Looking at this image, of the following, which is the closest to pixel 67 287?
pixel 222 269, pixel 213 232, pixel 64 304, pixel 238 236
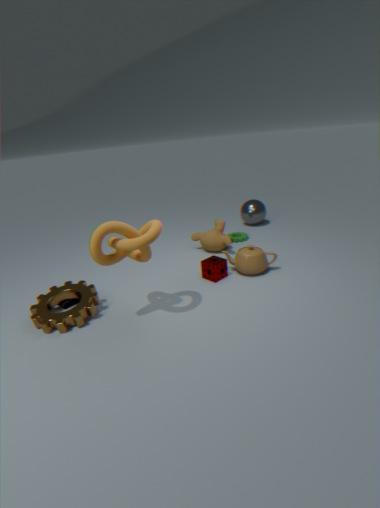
pixel 64 304
